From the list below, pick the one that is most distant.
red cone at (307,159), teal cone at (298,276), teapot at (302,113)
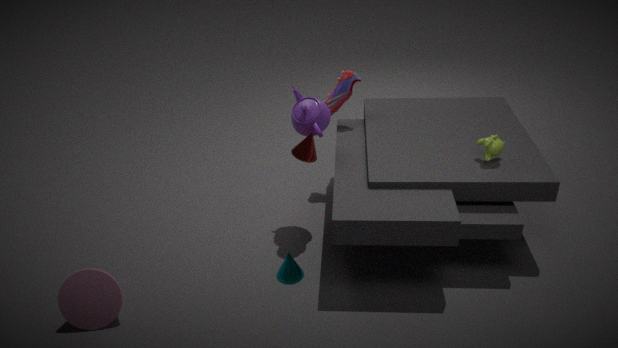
teapot at (302,113)
